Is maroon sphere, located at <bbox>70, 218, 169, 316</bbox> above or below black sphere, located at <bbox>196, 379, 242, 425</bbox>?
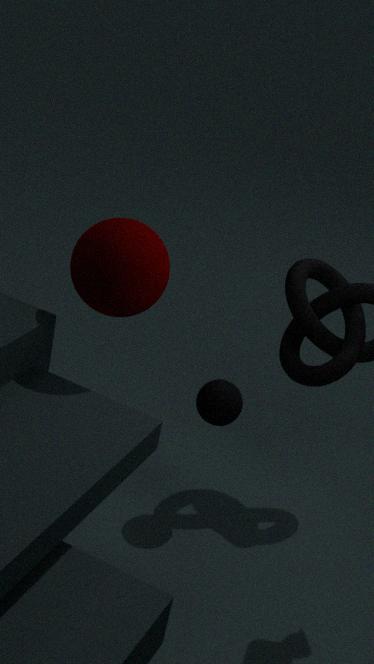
above
